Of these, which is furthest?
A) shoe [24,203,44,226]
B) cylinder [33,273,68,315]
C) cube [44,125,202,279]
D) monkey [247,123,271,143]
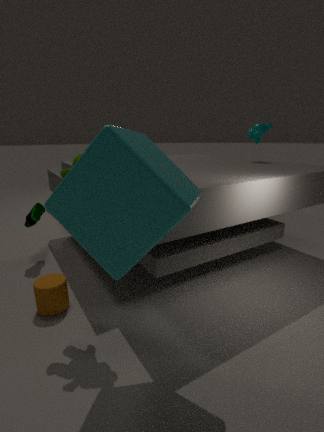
monkey [247,123,271,143]
